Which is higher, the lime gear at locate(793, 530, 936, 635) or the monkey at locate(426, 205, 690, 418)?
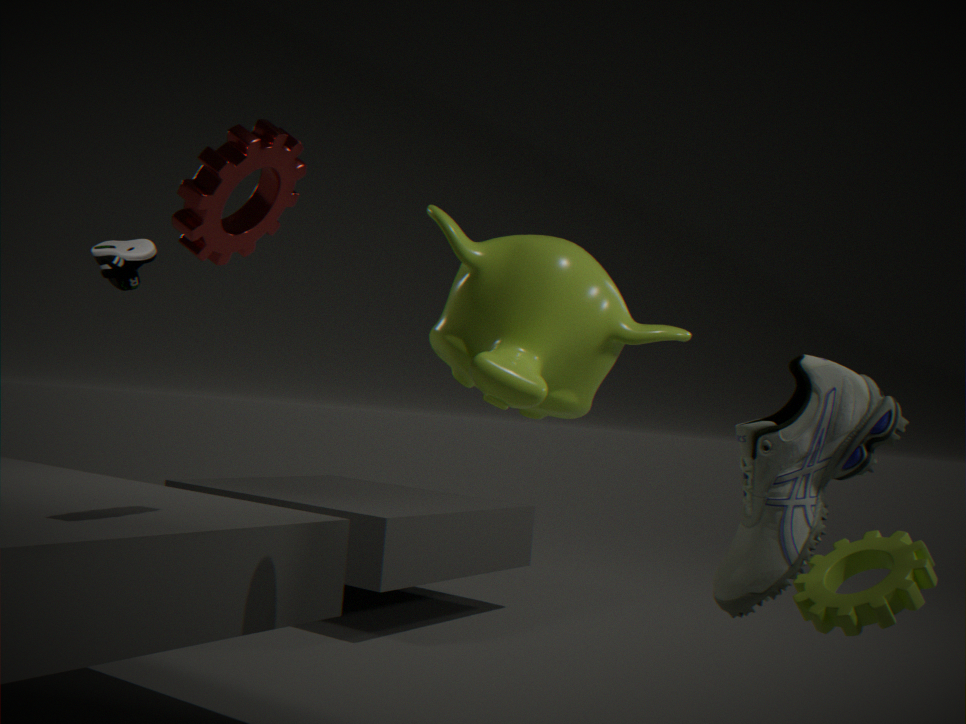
the monkey at locate(426, 205, 690, 418)
